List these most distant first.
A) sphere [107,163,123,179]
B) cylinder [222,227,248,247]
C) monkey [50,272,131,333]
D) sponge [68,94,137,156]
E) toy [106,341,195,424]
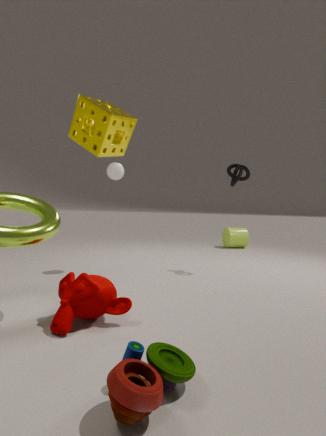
cylinder [222,227,248,247]
sphere [107,163,123,179]
monkey [50,272,131,333]
sponge [68,94,137,156]
toy [106,341,195,424]
